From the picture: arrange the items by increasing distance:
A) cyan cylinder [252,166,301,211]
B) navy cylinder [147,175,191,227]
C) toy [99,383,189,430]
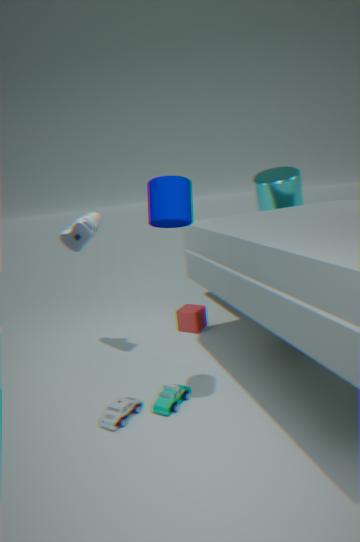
1. navy cylinder [147,175,191,227]
2. toy [99,383,189,430]
3. cyan cylinder [252,166,301,211]
